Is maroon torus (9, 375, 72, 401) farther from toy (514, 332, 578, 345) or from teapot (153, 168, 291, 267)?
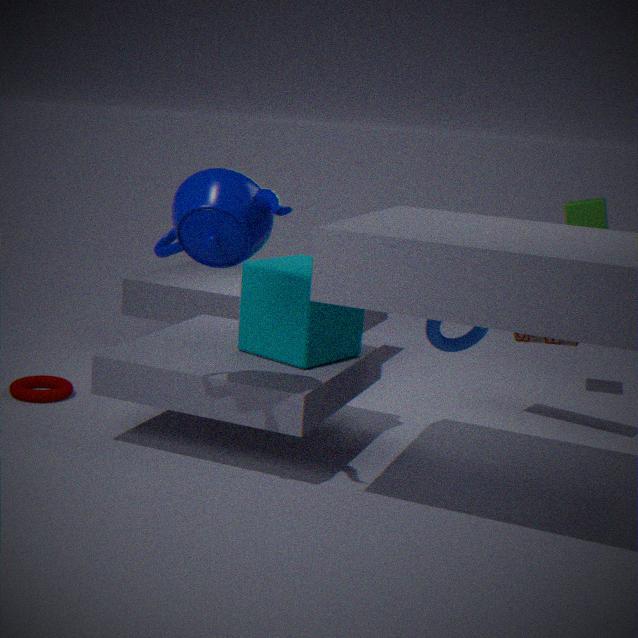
toy (514, 332, 578, 345)
